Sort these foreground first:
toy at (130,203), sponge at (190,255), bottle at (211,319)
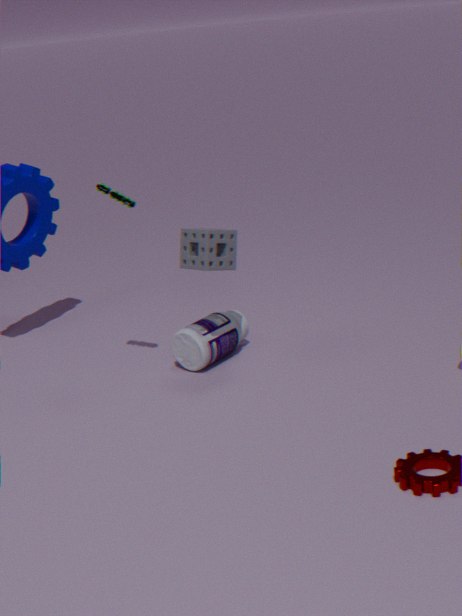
toy at (130,203), sponge at (190,255), bottle at (211,319)
